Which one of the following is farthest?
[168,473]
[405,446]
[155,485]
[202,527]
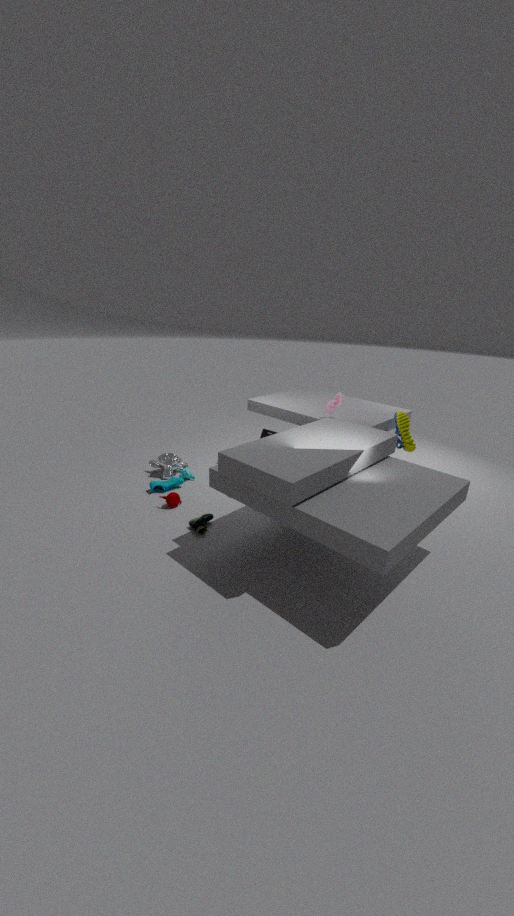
[168,473]
